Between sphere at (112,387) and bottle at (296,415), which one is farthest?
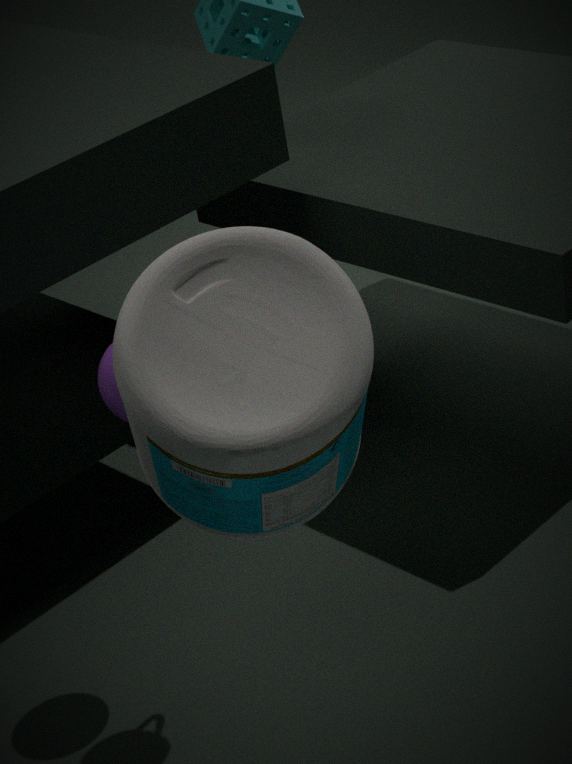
sphere at (112,387)
